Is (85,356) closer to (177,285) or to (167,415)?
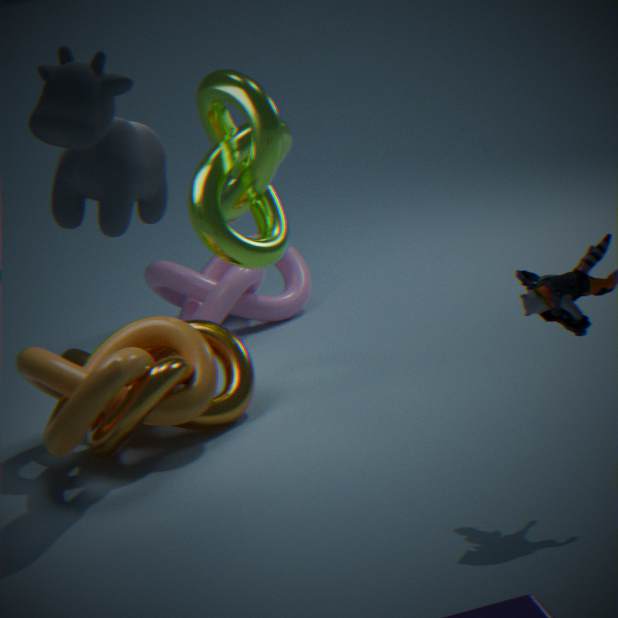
(167,415)
